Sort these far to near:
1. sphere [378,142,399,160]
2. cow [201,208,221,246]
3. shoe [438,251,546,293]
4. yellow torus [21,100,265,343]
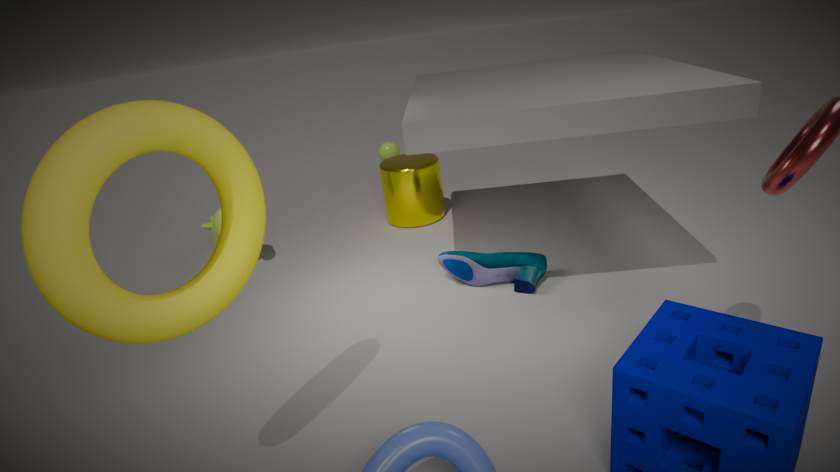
sphere [378,142,399,160] < cow [201,208,221,246] < shoe [438,251,546,293] < yellow torus [21,100,265,343]
